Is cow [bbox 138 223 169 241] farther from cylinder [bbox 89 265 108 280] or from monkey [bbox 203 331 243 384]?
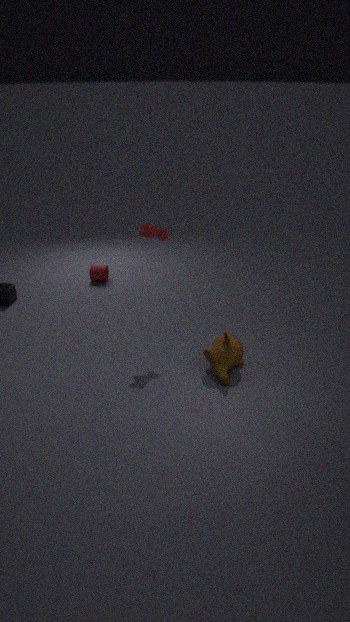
cylinder [bbox 89 265 108 280]
